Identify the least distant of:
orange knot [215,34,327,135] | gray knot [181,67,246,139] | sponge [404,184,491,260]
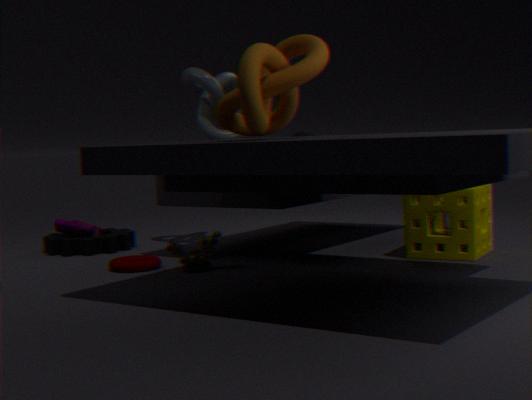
orange knot [215,34,327,135]
